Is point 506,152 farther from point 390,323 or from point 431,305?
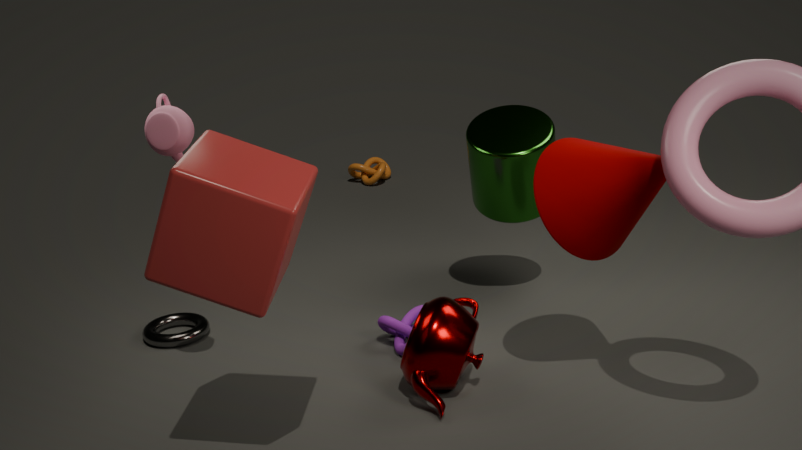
point 431,305
